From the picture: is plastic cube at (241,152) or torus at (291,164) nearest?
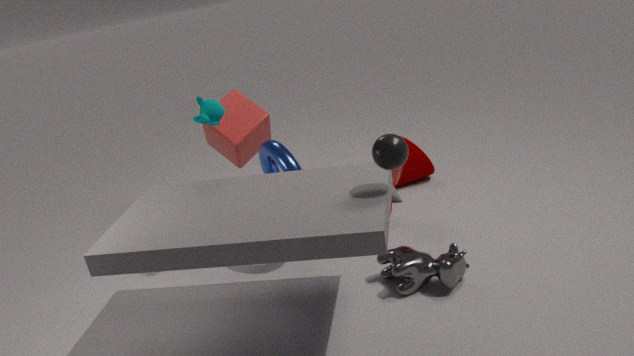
torus at (291,164)
